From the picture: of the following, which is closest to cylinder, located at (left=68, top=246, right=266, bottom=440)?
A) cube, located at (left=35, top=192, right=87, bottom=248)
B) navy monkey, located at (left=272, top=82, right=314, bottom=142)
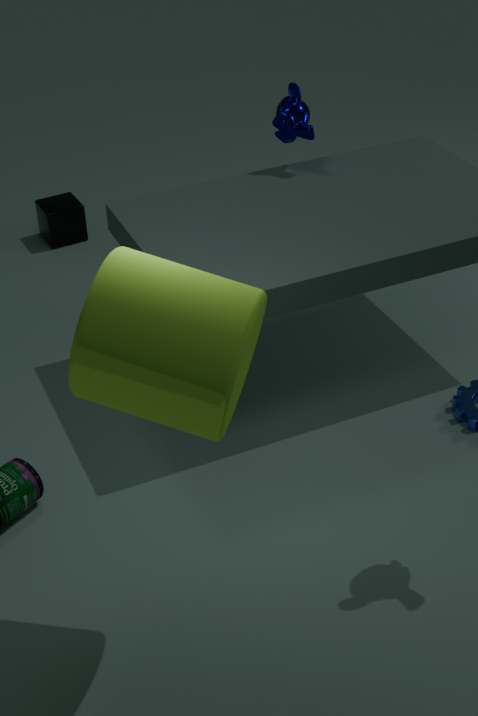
navy monkey, located at (left=272, top=82, right=314, bottom=142)
